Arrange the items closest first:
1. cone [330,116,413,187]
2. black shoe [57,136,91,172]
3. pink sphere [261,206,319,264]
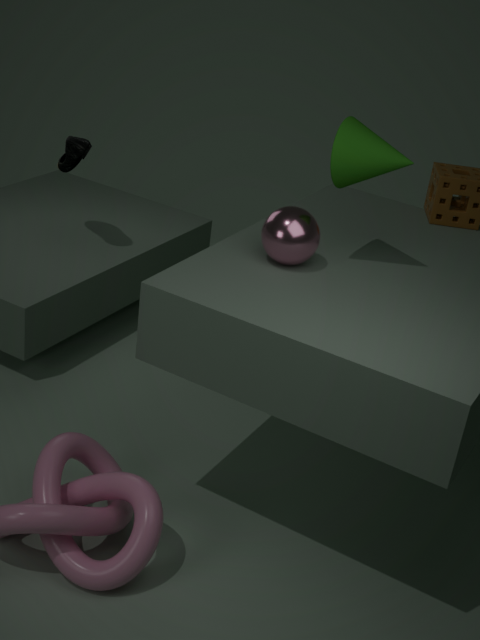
cone [330,116,413,187] < pink sphere [261,206,319,264] < black shoe [57,136,91,172]
